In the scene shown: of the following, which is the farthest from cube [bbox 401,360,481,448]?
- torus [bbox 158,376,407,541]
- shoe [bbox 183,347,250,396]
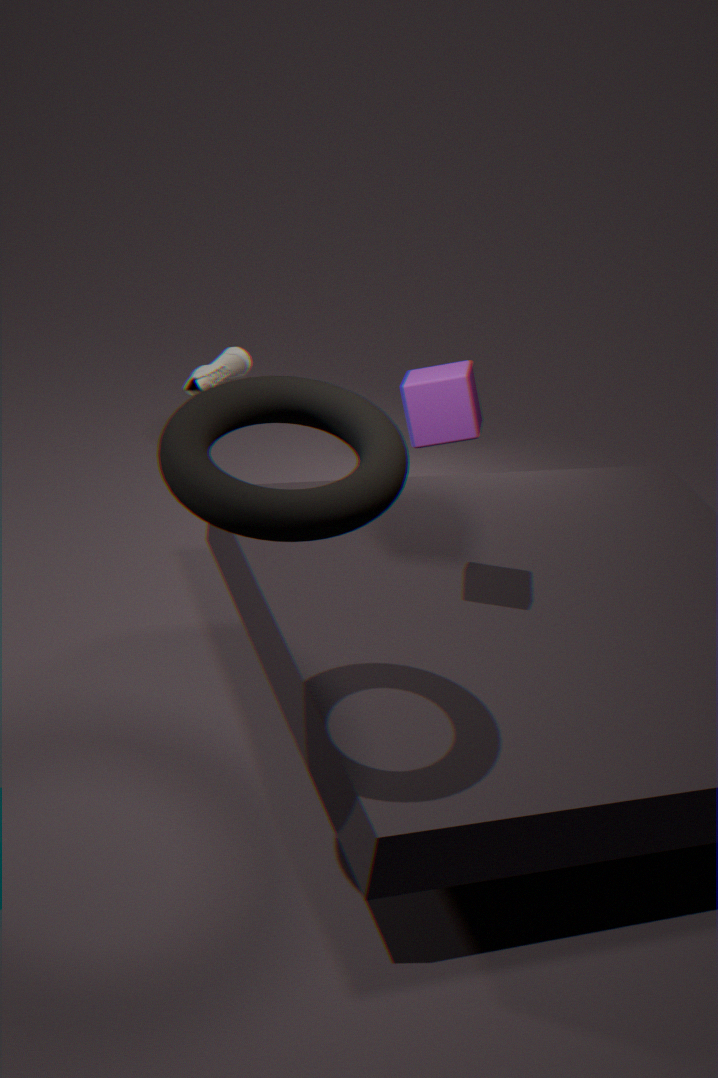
shoe [bbox 183,347,250,396]
